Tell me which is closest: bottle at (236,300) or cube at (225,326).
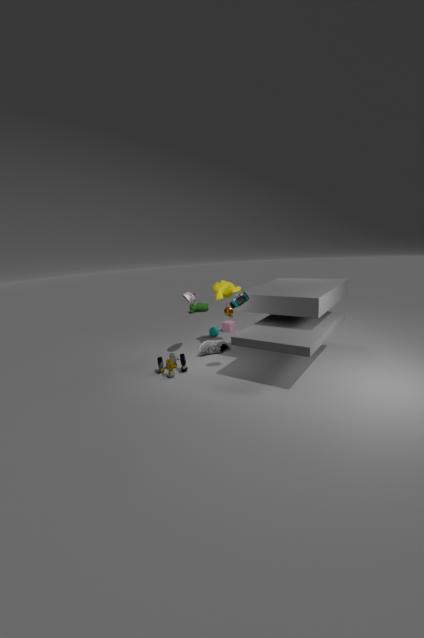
bottle at (236,300)
